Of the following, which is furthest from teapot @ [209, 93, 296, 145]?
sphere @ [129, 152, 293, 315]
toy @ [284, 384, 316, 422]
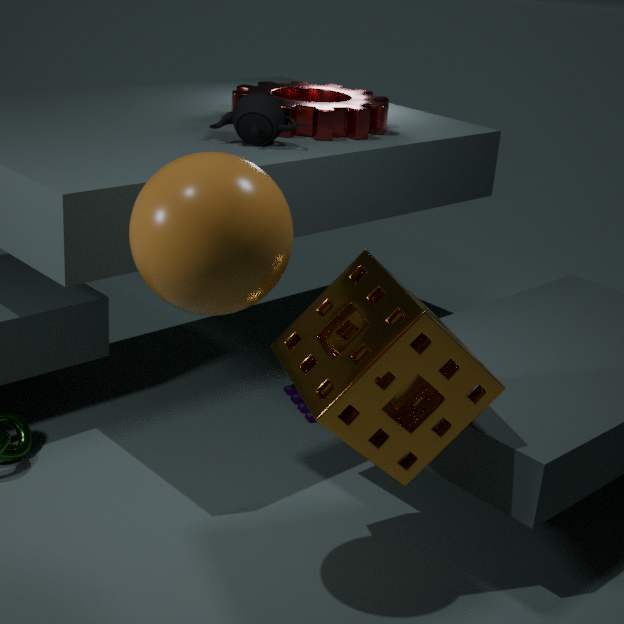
toy @ [284, 384, 316, 422]
